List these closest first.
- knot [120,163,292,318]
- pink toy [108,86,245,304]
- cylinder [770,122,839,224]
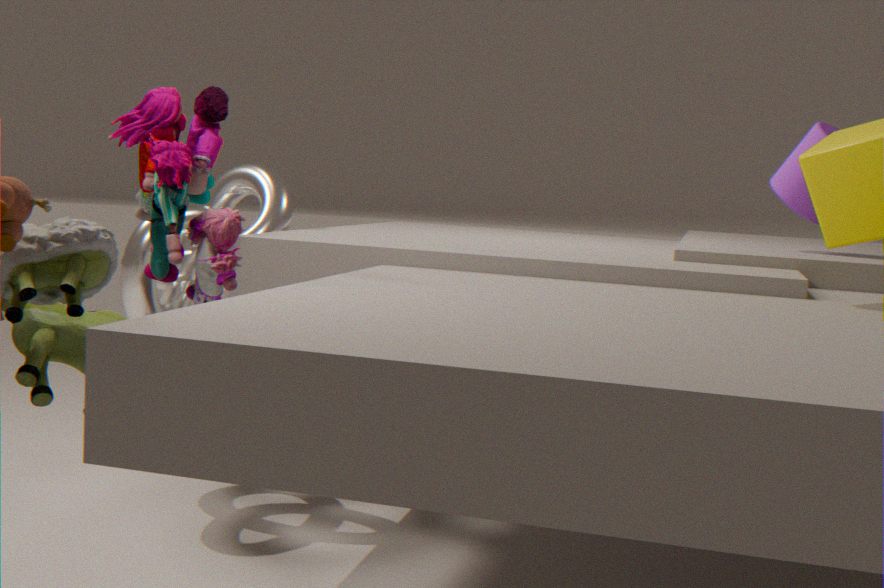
1. pink toy [108,86,245,304]
2. cylinder [770,122,839,224]
3. knot [120,163,292,318]
